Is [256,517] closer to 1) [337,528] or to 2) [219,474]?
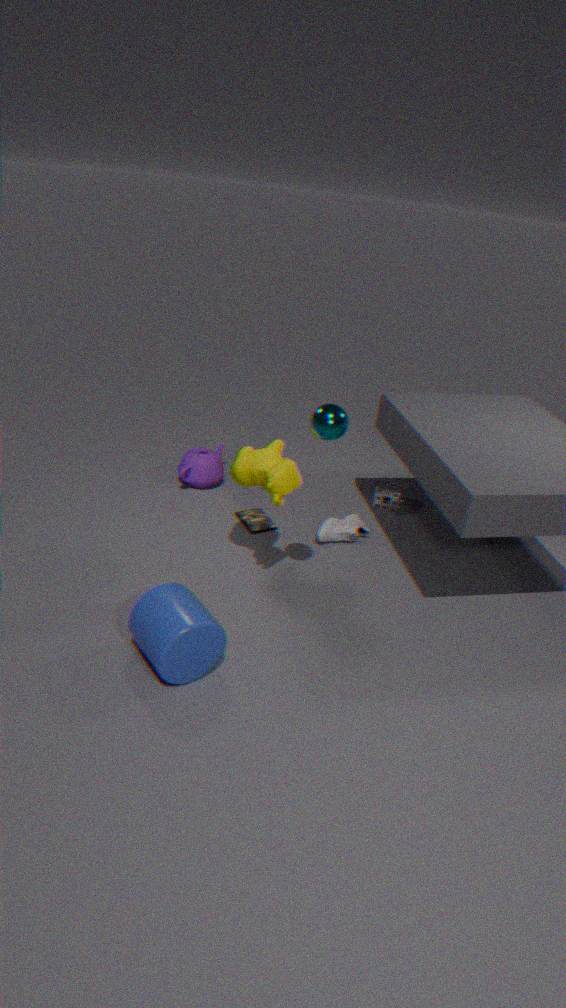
1) [337,528]
